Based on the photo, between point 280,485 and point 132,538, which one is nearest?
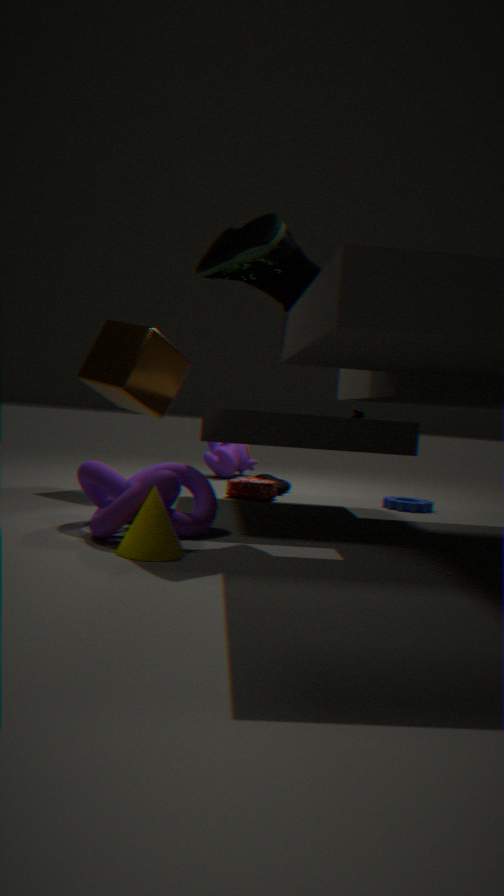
point 132,538
